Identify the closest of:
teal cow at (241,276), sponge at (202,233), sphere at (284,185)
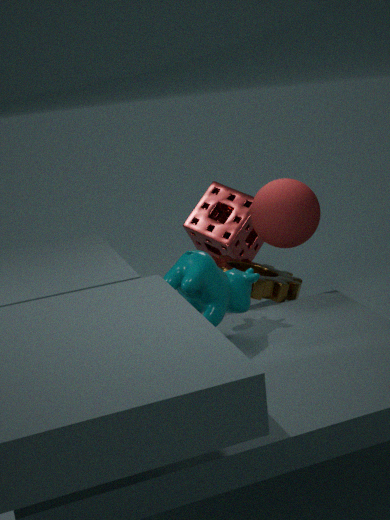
teal cow at (241,276)
